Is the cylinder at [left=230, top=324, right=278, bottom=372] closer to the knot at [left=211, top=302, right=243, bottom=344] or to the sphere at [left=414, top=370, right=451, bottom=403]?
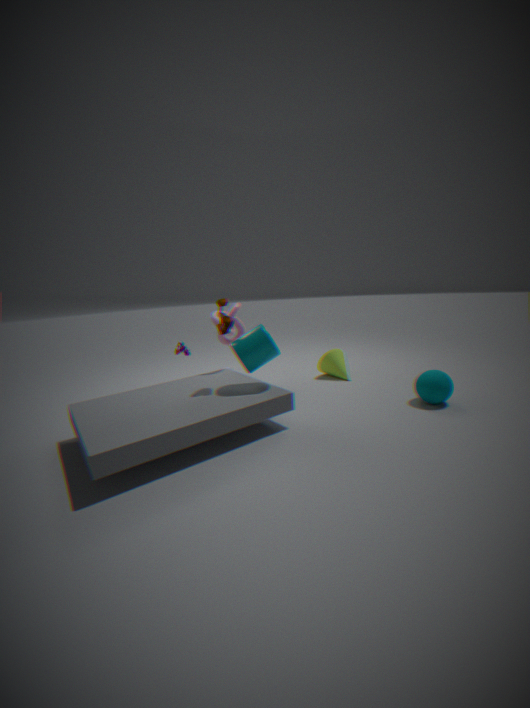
the knot at [left=211, top=302, right=243, bottom=344]
